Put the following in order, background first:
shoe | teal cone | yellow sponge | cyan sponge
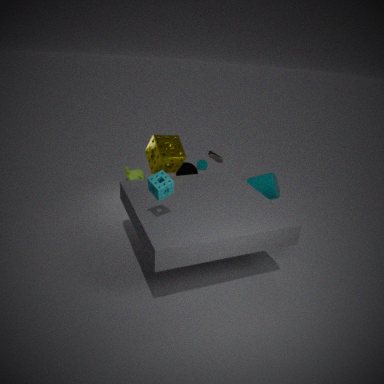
teal cone < shoe < yellow sponge < cyan sponge
